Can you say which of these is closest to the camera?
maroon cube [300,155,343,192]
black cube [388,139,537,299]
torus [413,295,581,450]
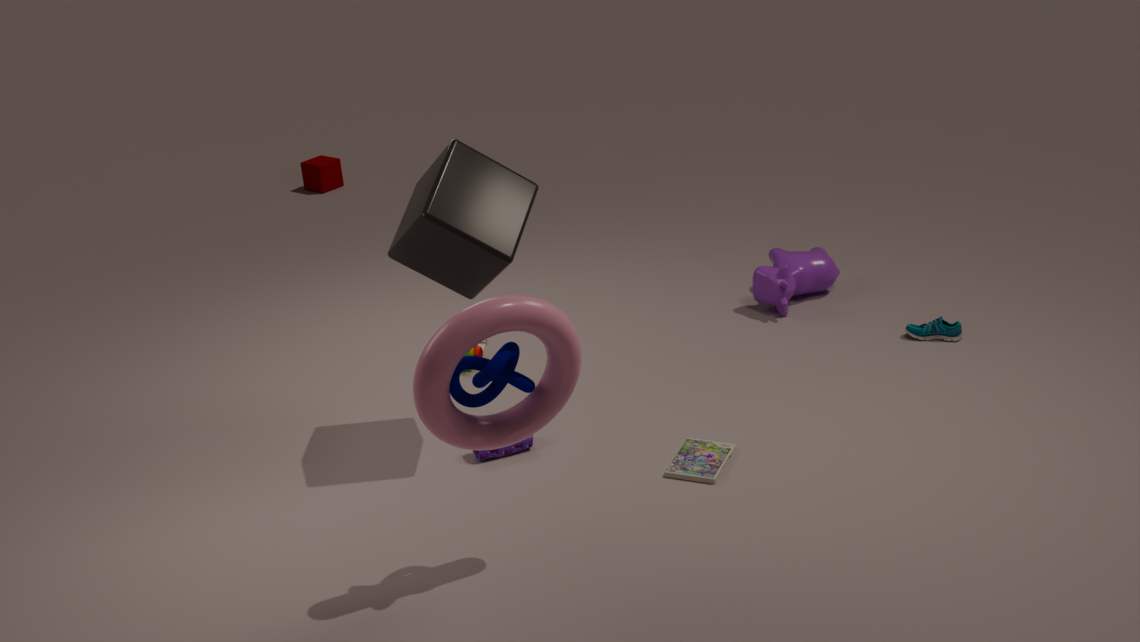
torus [413,295,581,450]
